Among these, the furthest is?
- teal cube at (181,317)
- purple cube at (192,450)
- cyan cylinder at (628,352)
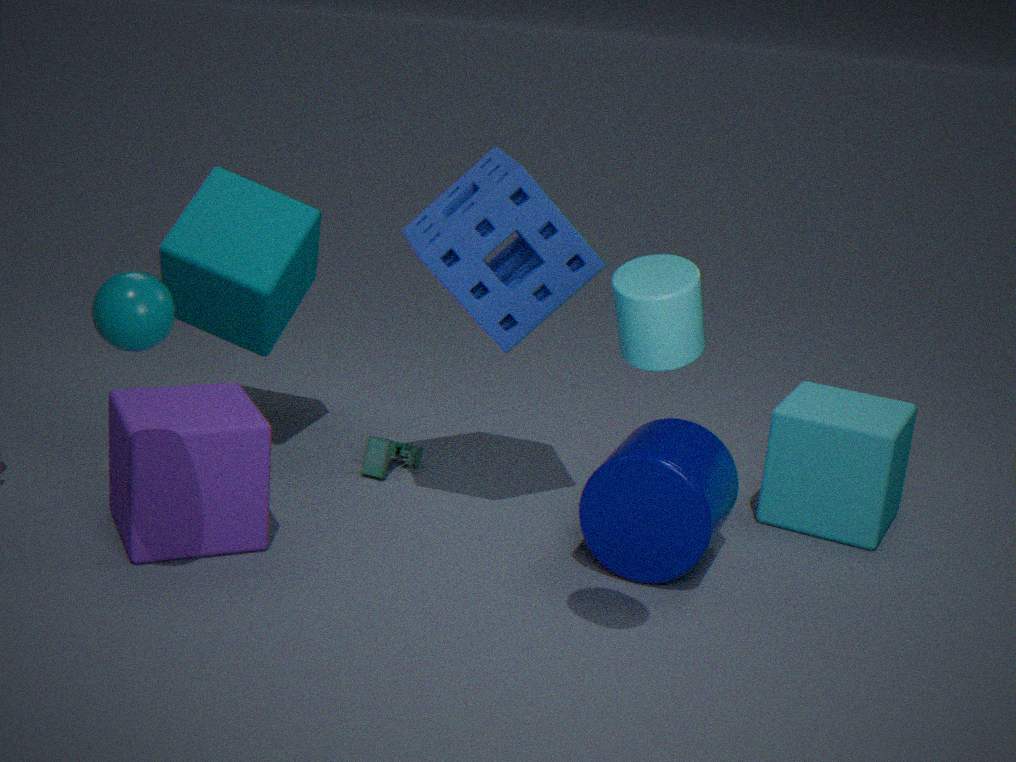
teal cube at (181,317)
